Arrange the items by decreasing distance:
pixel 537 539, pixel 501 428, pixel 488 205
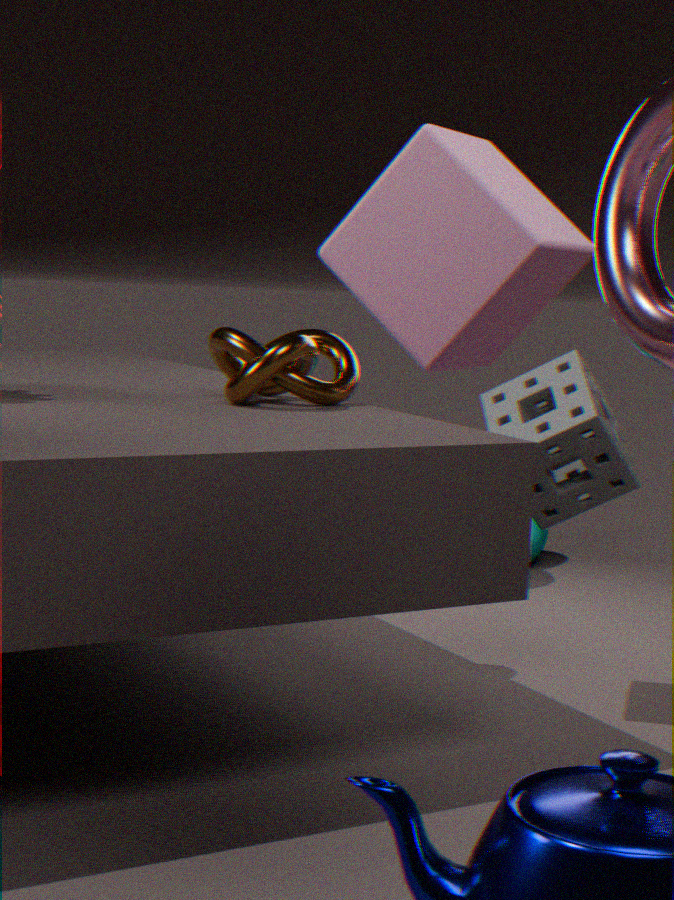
pixel 537 539, pixel 501 428, pixel 488 205
